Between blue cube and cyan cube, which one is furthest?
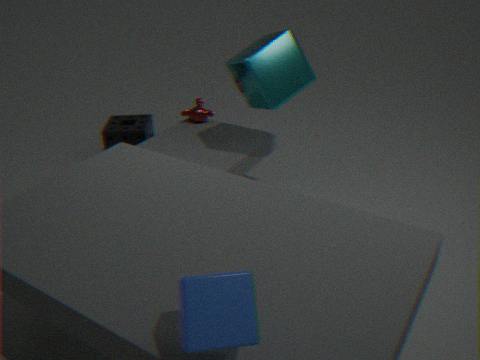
cyan cube
